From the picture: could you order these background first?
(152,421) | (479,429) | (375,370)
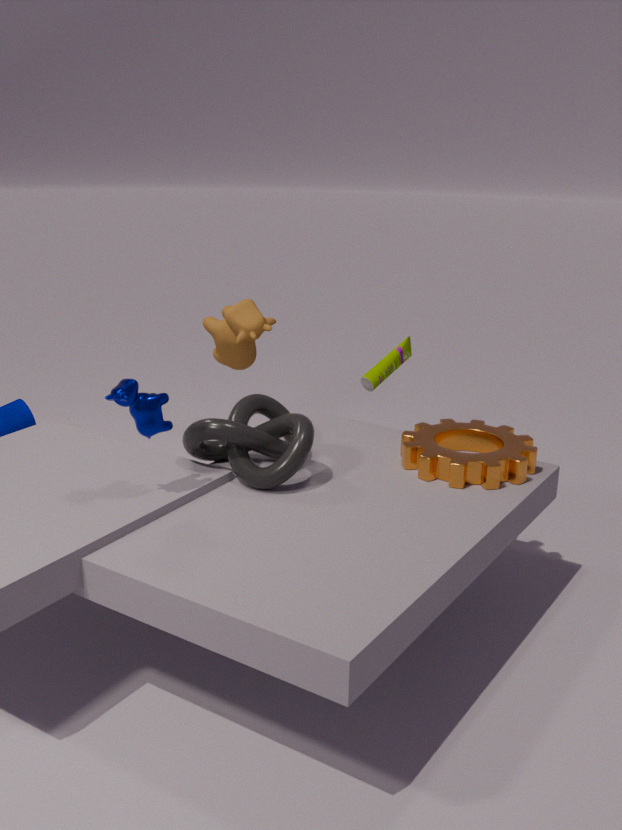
(375,370) → (479,429) → (152,421)
